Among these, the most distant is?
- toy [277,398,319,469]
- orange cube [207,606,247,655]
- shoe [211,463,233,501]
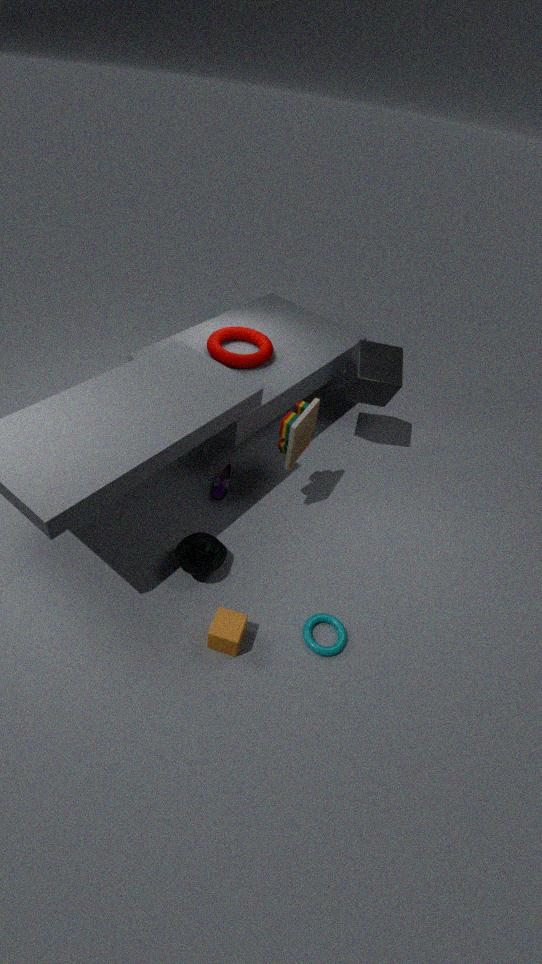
shoe [211,463,233,501]
